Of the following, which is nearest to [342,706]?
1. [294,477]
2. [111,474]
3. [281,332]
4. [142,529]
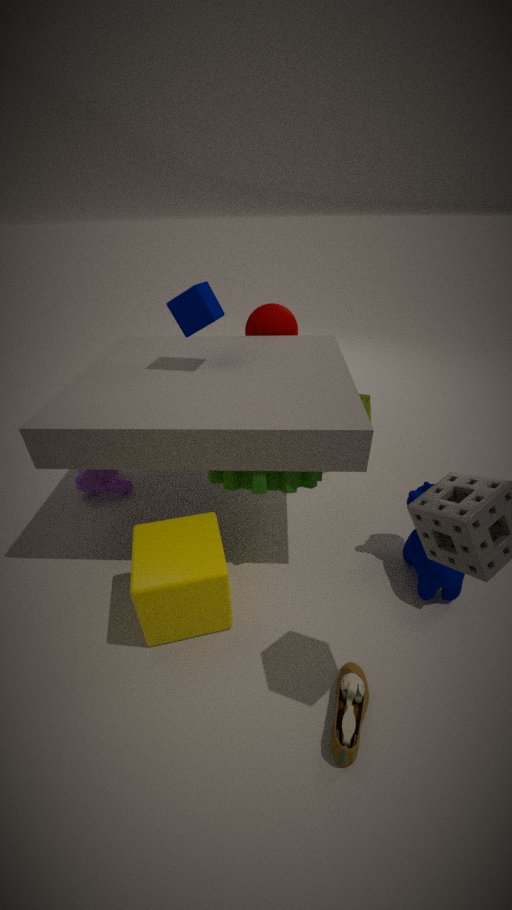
[142,529]
